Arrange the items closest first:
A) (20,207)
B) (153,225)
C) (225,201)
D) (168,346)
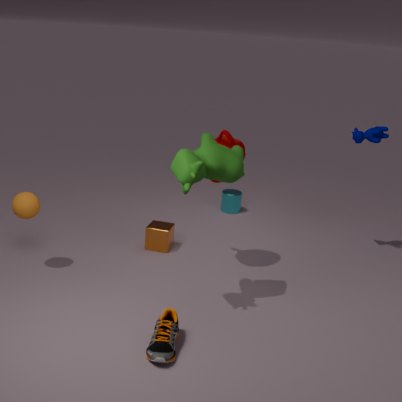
(168,346) → (20,207) → (153,225) → (225,201)
